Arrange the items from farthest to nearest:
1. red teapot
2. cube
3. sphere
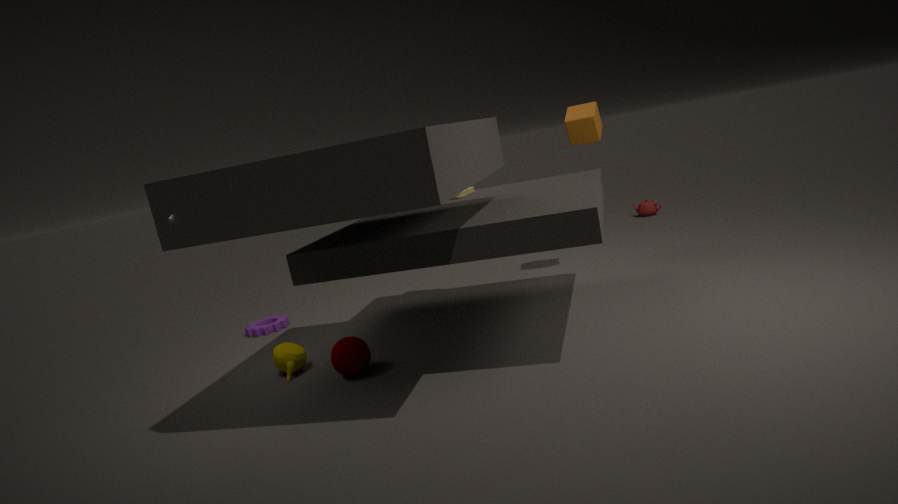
1. red teapot
2. cube
3. sphere
